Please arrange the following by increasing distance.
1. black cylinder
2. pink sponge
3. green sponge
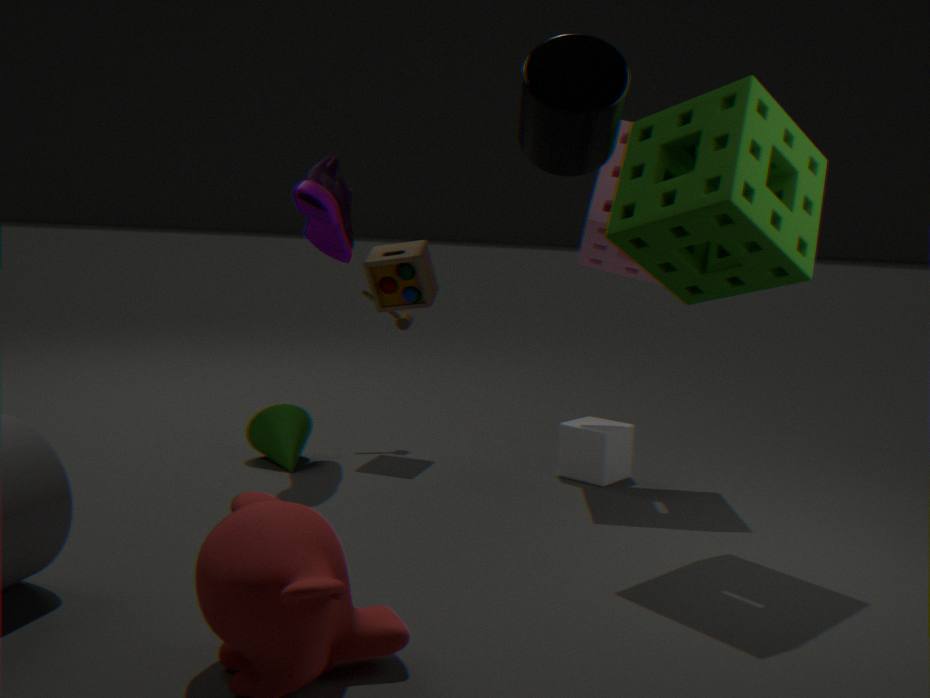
1. black cylinder
2. green sponge
3. pink sponge
